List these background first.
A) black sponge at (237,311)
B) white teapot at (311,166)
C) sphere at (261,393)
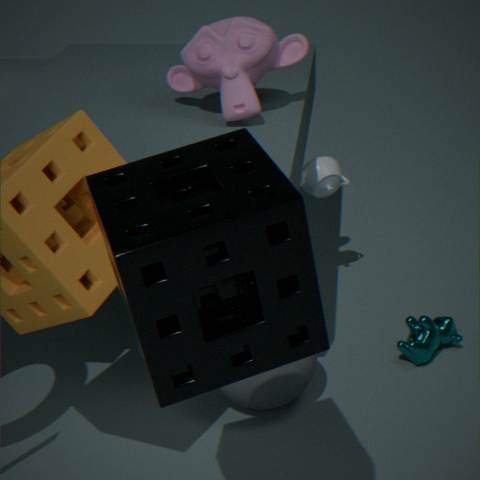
white teapot at (311,166)
sphere at (261,393)
black sponge at (237,311)
